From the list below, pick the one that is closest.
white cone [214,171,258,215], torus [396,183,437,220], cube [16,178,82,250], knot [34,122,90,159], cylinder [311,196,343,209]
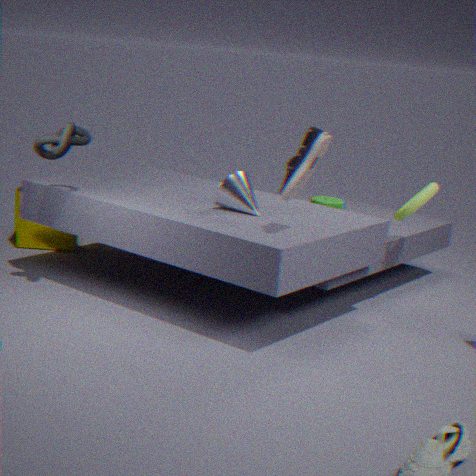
knot [34,122,90,159]
